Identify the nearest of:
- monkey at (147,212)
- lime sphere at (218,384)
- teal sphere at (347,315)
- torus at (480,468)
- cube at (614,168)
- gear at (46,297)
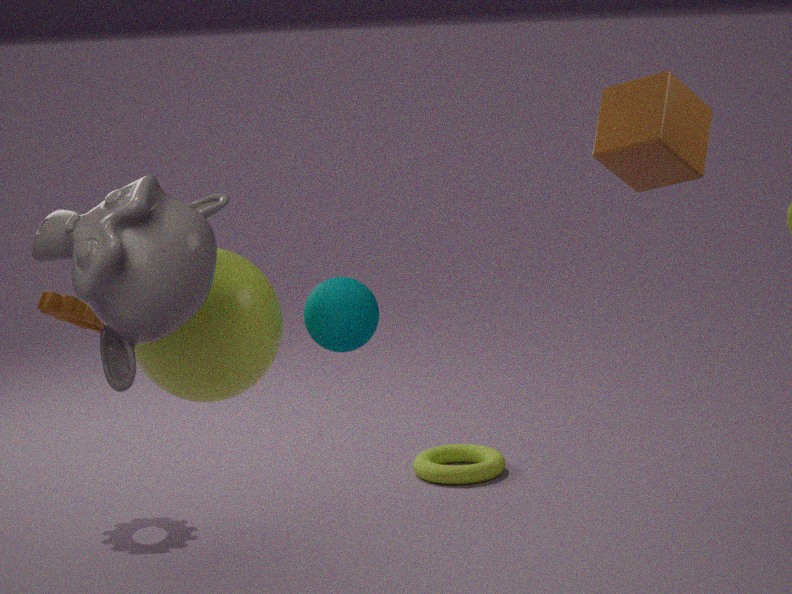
monkey at (147,212)
